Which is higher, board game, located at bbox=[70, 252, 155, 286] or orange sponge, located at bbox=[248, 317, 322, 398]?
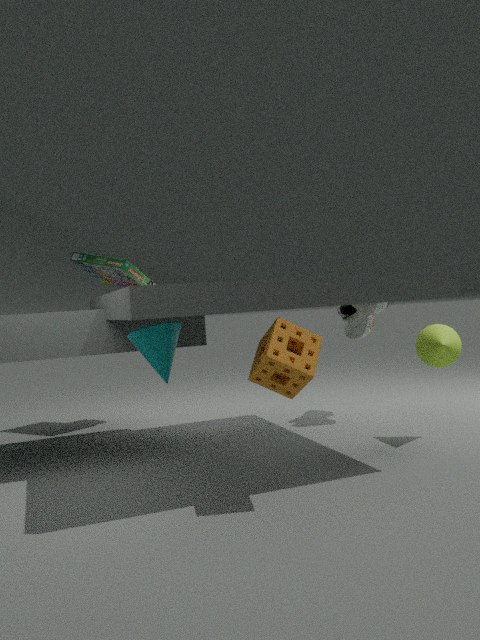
board game, located at bbox=[70, 252, 155, 286]
